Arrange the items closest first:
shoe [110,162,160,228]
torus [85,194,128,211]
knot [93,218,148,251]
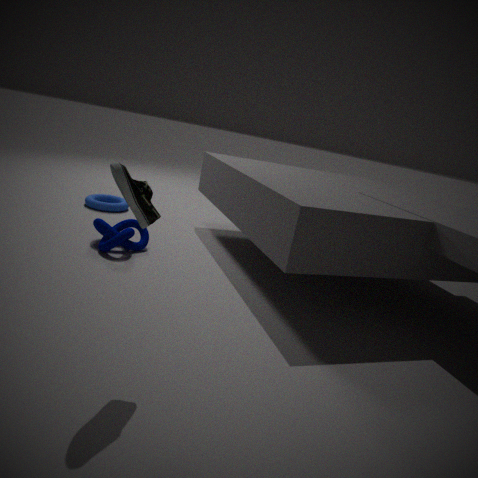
shoe [110,162,160,228] → knot [93,218,148,251] → torus [85,194,128,211]
